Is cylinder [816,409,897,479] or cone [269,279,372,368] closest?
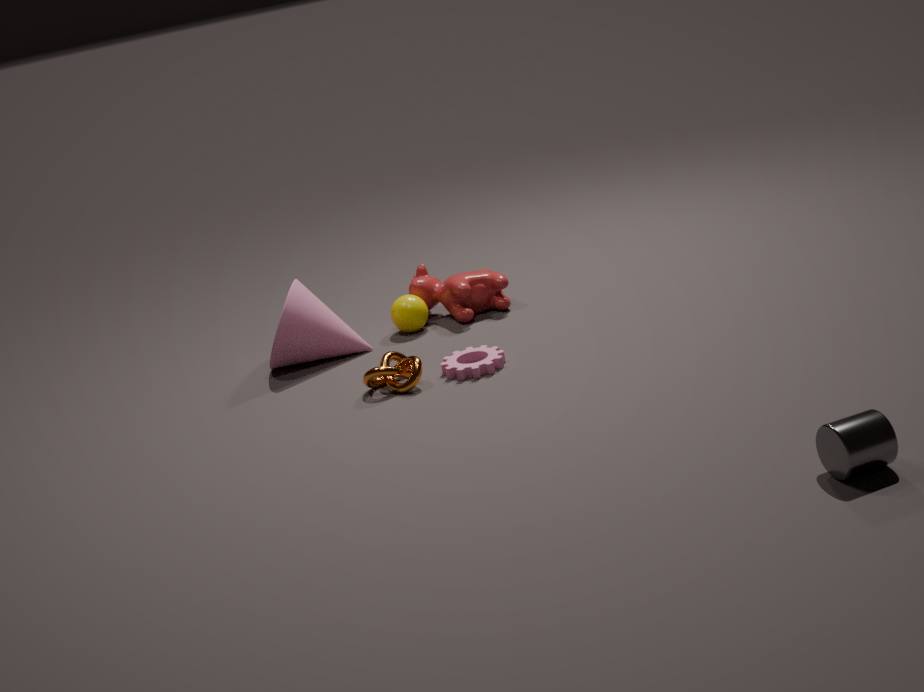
cylinder [816,409,897,479]
